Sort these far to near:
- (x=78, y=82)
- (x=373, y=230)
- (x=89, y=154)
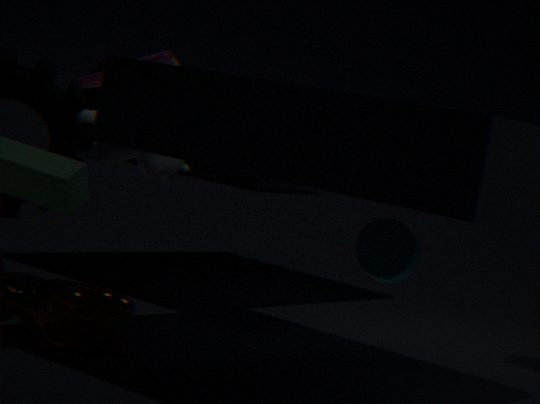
(x=89, y=154)
(x=78, y=82)
(x=373, y=230)
